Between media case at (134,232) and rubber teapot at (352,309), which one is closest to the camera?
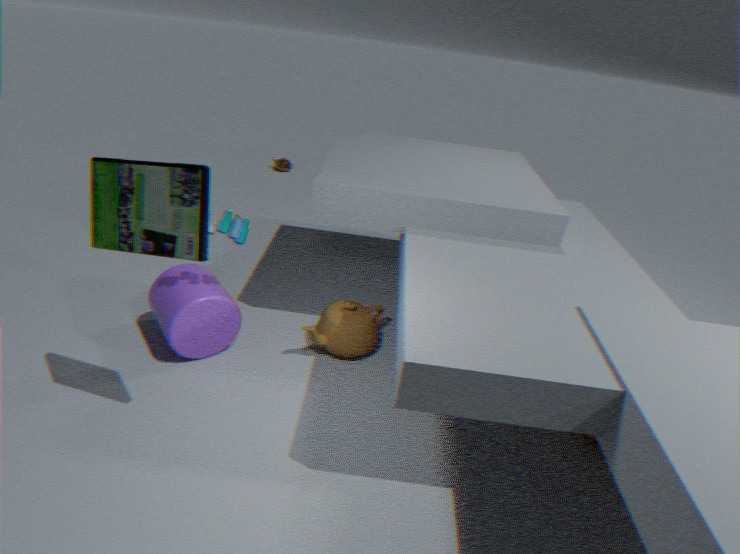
media case at (134,232)
